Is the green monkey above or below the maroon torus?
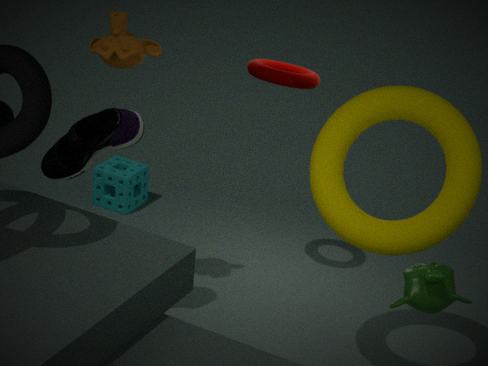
below
